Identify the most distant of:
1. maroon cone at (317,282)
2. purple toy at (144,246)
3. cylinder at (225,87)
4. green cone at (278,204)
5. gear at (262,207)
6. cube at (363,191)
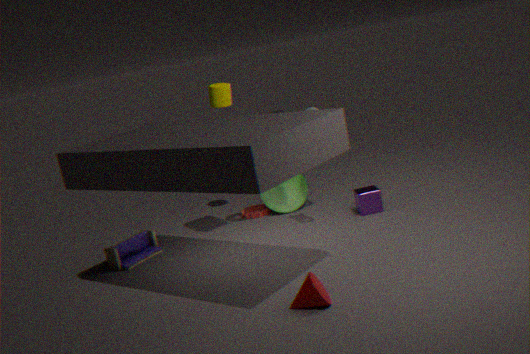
gear at (262,207)
